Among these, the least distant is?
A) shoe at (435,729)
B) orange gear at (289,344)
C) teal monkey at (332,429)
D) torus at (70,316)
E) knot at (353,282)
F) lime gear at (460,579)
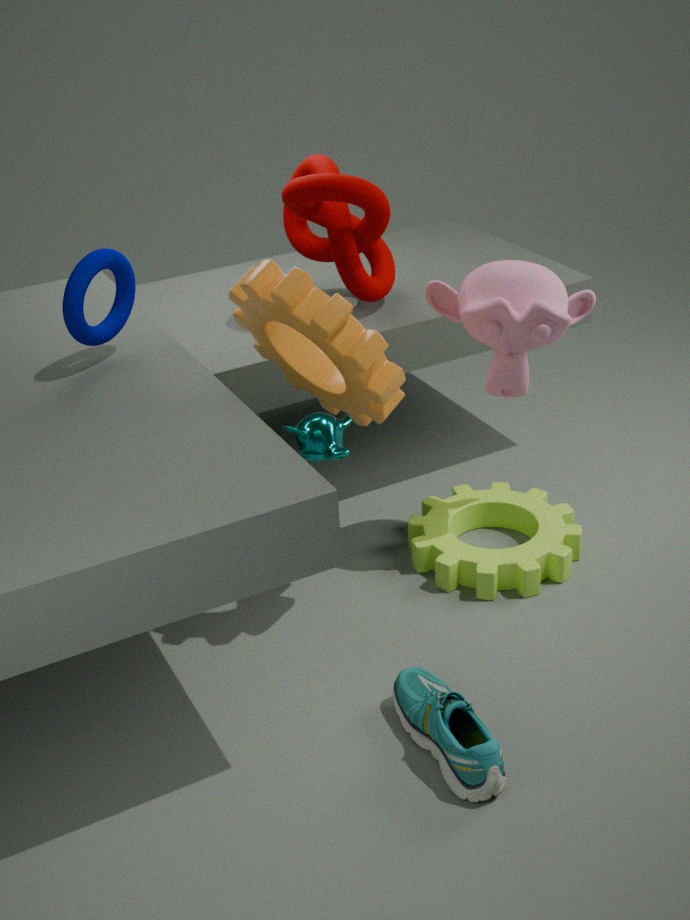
shoe at (435,729)
